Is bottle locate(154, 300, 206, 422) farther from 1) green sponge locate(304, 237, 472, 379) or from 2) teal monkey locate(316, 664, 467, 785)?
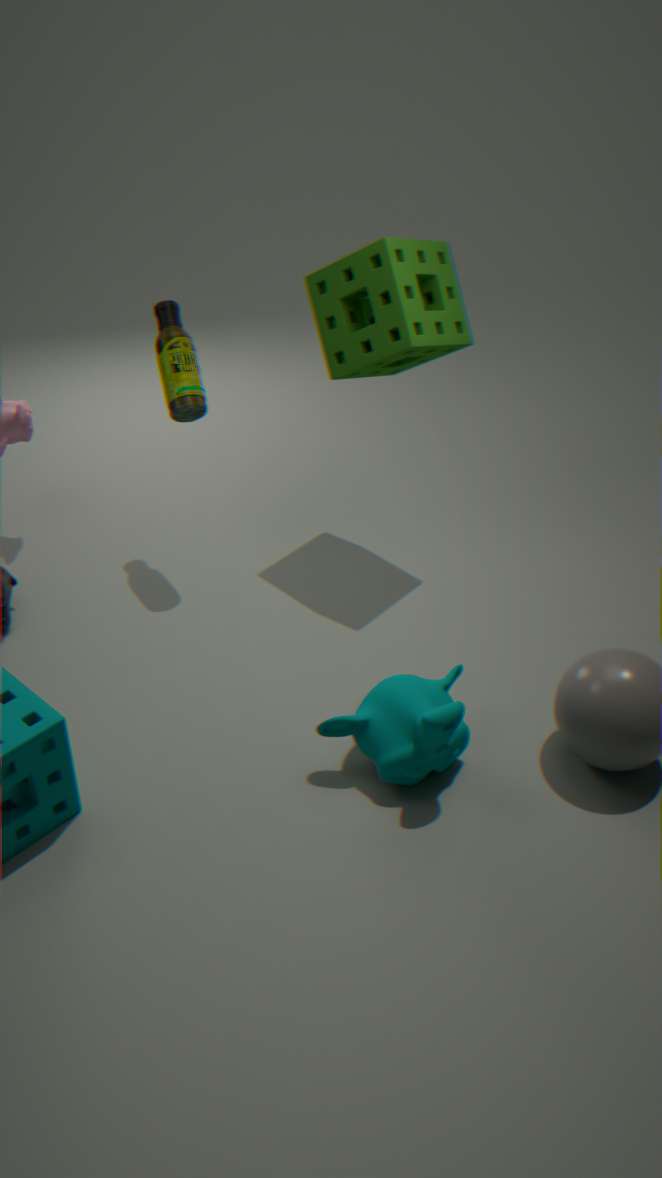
2) teal monkey locate(316, 664, 467, 785)
